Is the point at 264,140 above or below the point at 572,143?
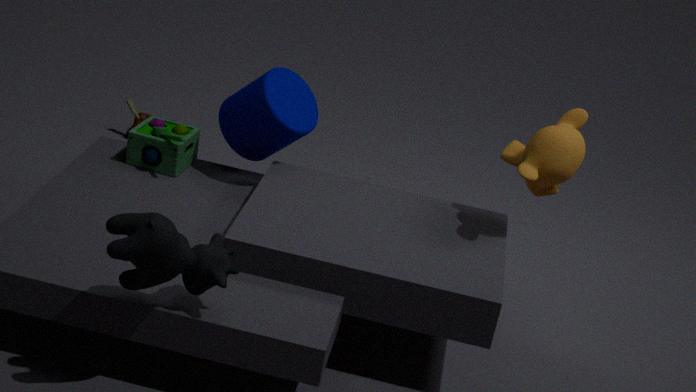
below
